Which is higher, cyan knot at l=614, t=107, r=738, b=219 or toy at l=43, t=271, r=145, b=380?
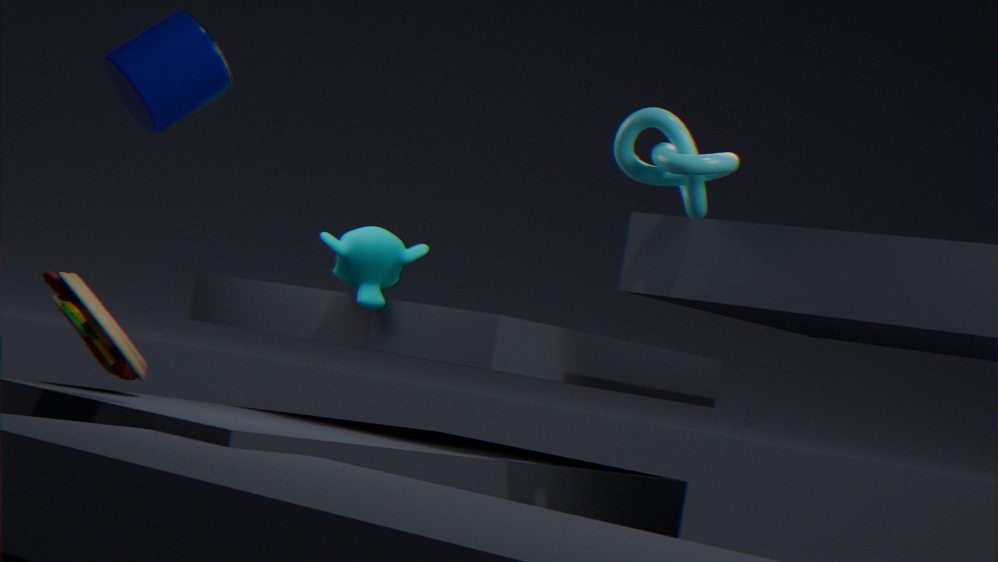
cyan knot at l=614, t=107, r=738, b=219
